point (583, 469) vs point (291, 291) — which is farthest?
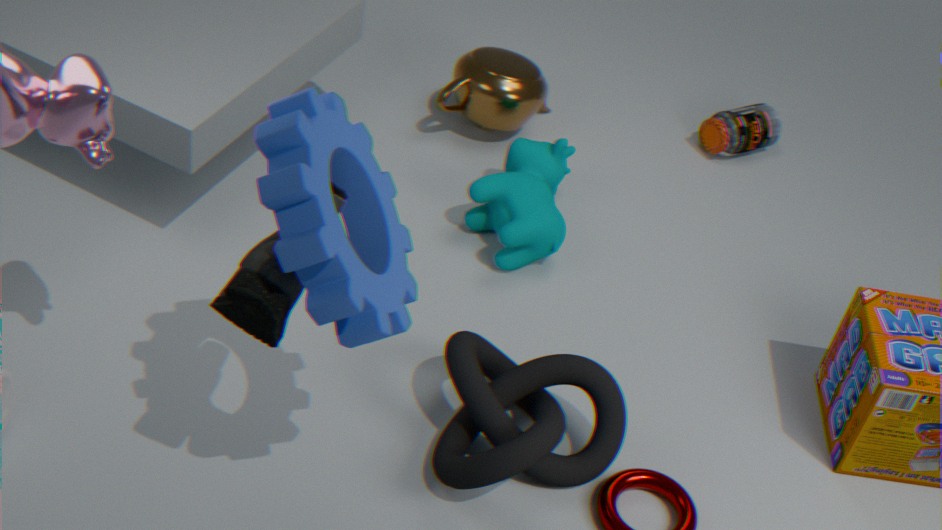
point (583, 469)
